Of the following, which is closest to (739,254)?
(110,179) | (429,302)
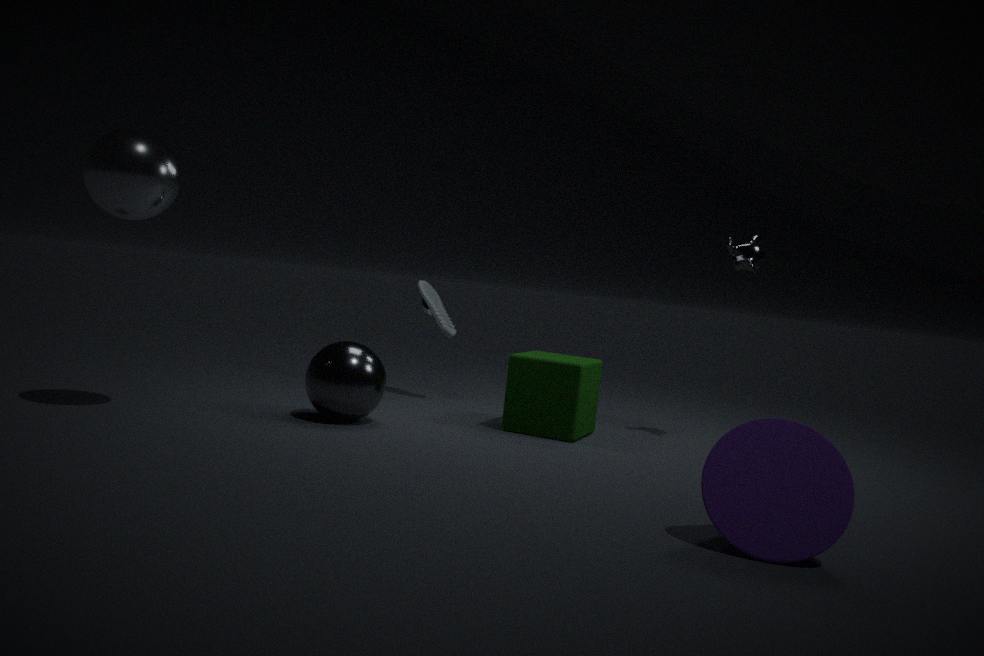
(429,302)
